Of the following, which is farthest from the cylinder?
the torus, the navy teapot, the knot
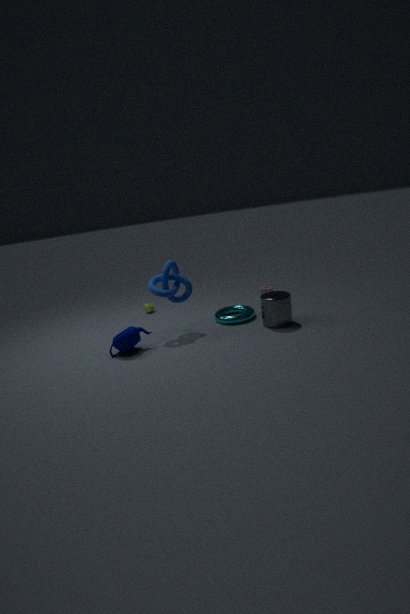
the navy teapot
